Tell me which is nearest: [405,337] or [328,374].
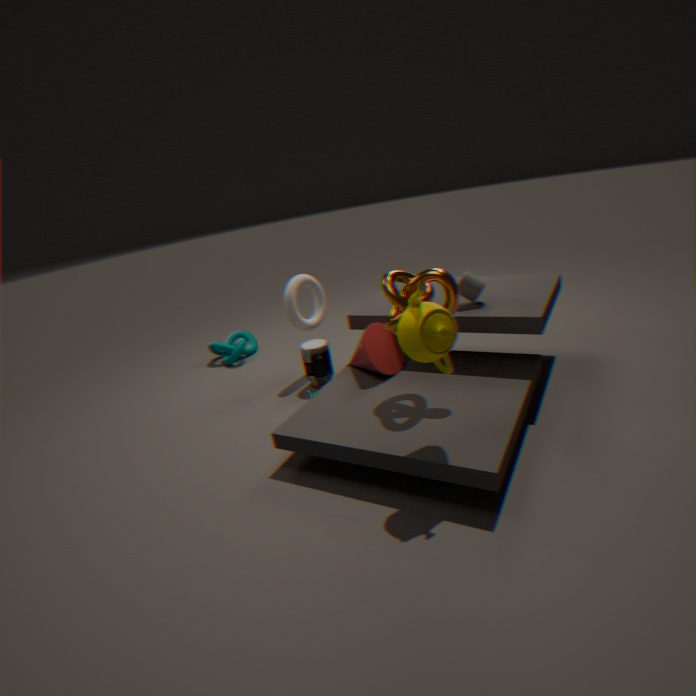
[405,337]
